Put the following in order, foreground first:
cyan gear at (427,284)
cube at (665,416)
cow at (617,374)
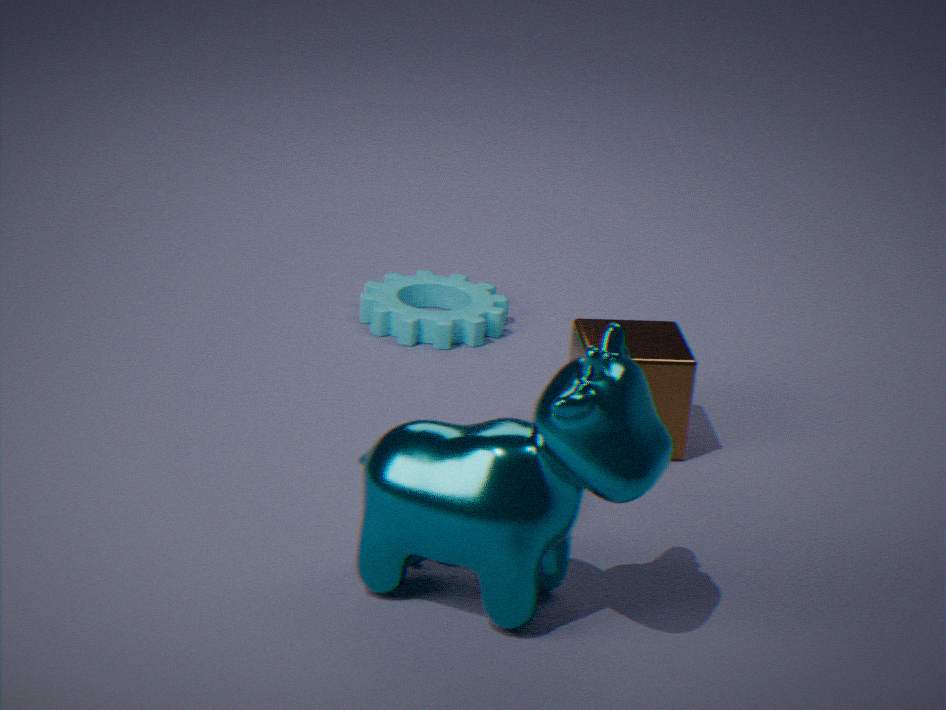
cow at (617,374) < cube at (665,416) < cyan gear at (427,284)
